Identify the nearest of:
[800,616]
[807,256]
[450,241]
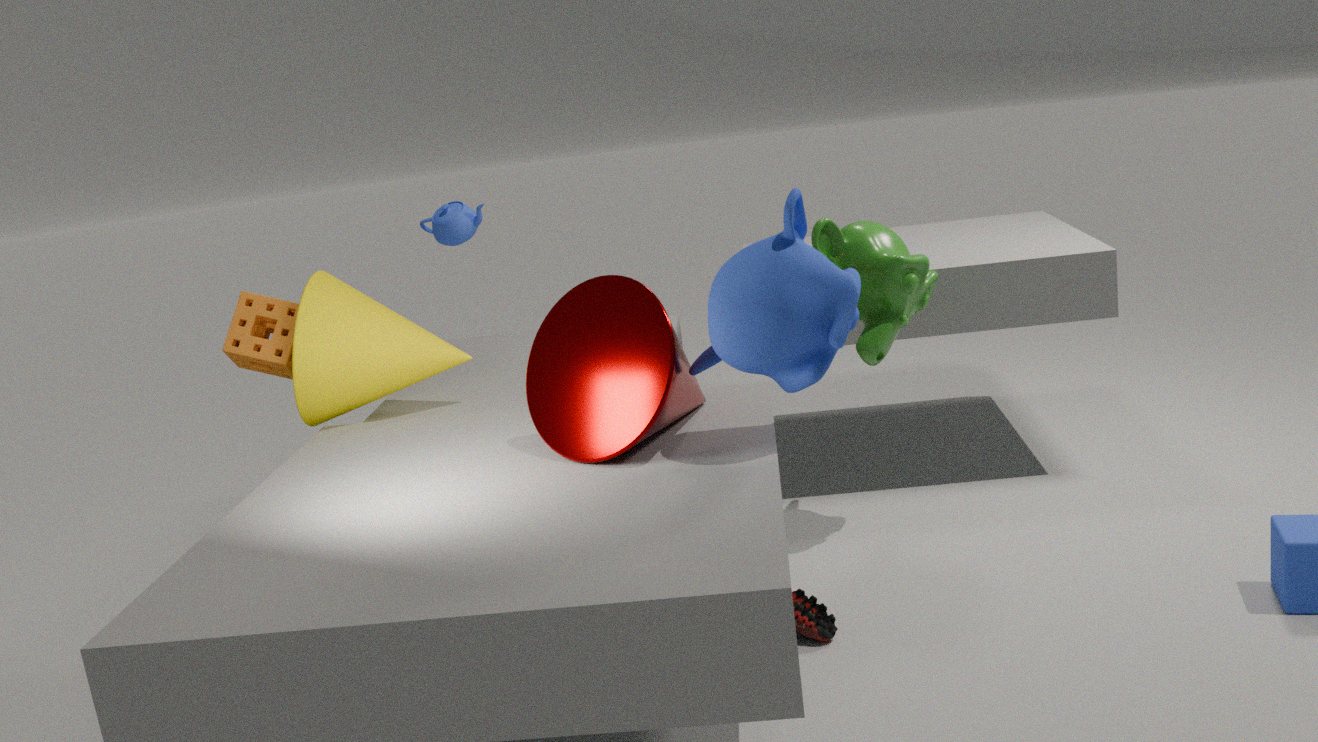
[807,256]
